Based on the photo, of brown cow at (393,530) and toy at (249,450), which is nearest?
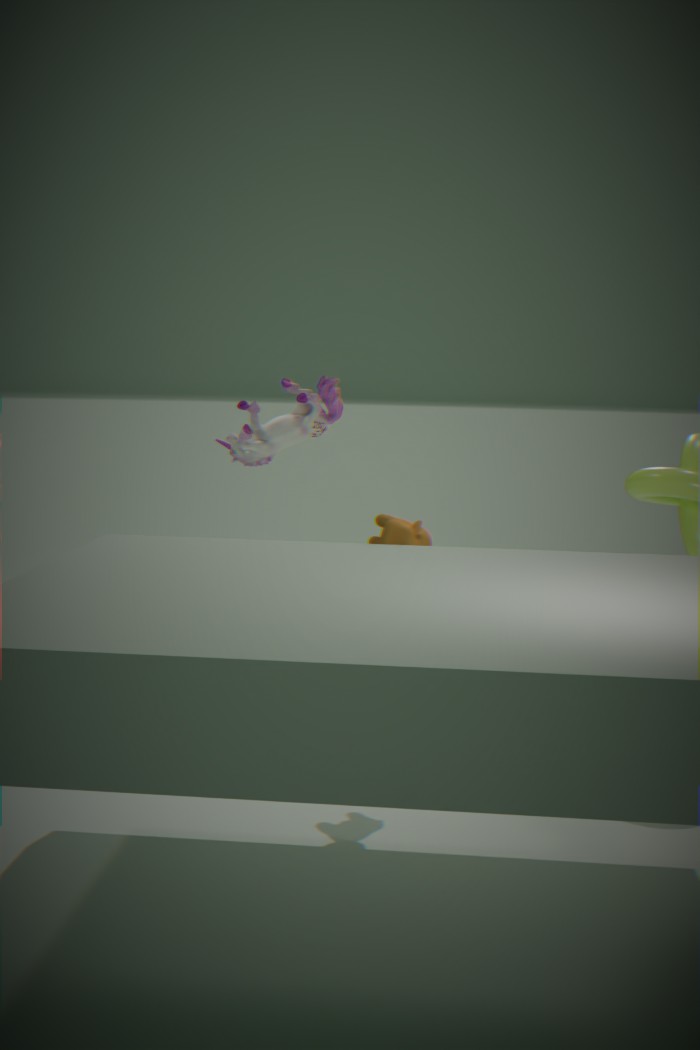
brown cow at (393,530)
